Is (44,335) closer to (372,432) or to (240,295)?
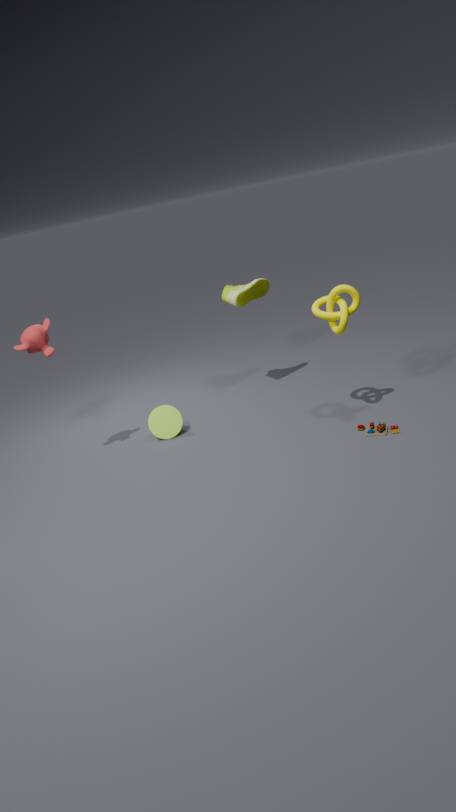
(240,295)
